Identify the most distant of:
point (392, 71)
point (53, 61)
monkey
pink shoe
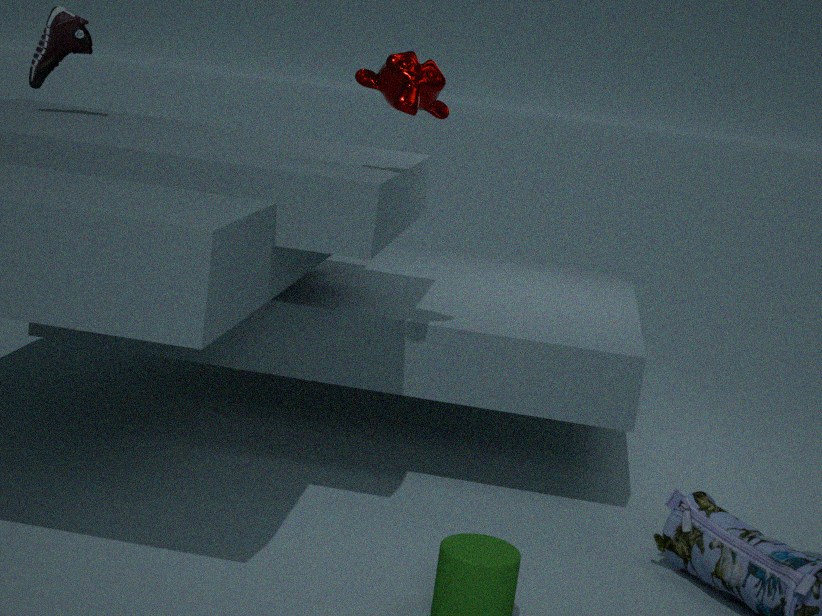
point (53, 61)
